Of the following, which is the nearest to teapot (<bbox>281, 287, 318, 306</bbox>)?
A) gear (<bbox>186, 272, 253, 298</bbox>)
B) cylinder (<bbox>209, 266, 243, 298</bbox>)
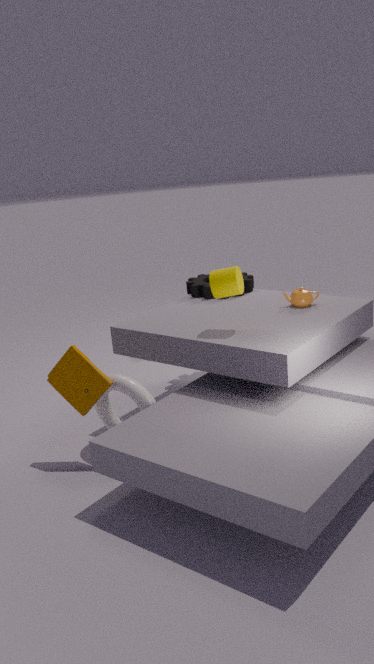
gear (<bbox>186, 272, 253, 298</bbox>)
